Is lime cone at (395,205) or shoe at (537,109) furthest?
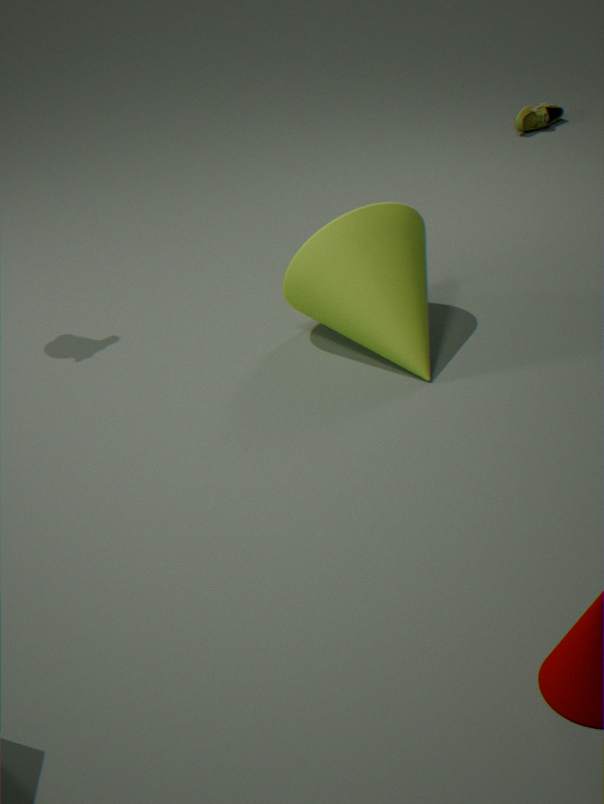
shoe at (537,109)
